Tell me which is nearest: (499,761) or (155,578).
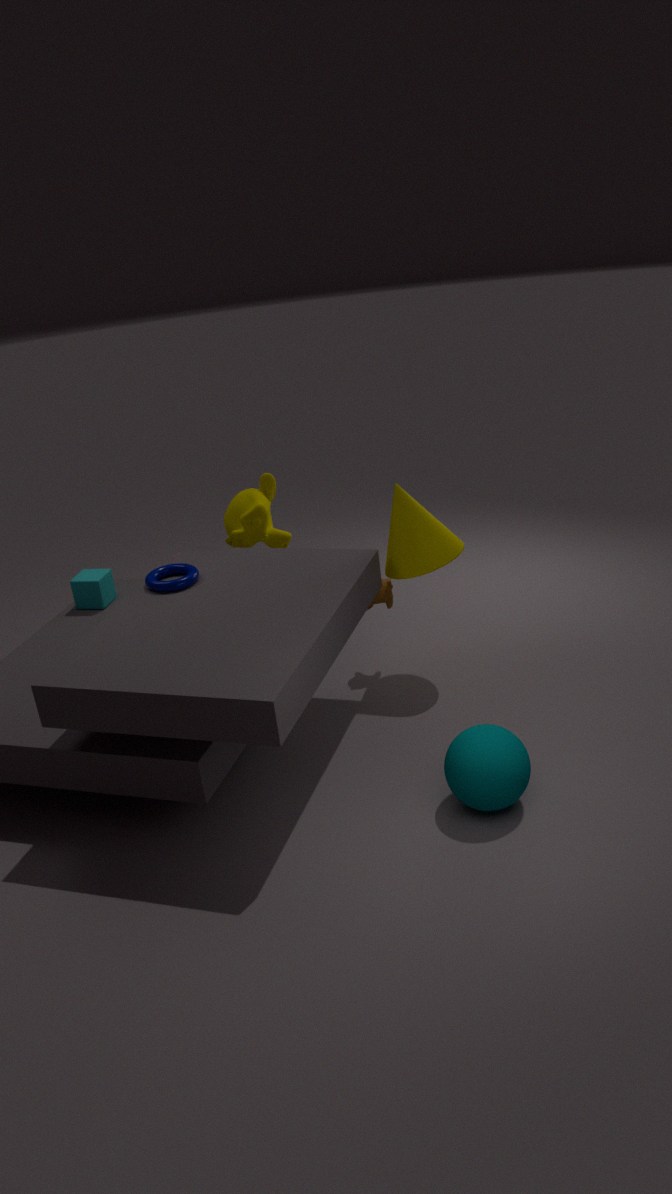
(499,761)
